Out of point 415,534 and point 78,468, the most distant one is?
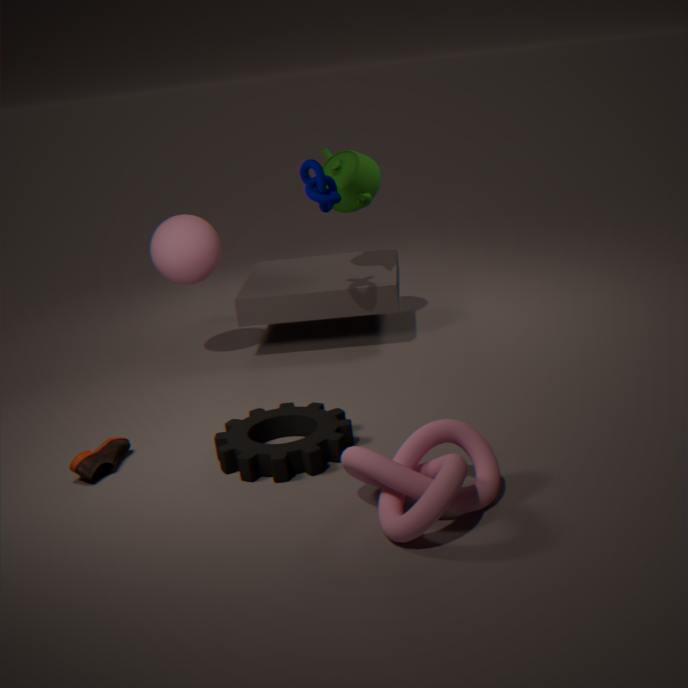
point 78,468
